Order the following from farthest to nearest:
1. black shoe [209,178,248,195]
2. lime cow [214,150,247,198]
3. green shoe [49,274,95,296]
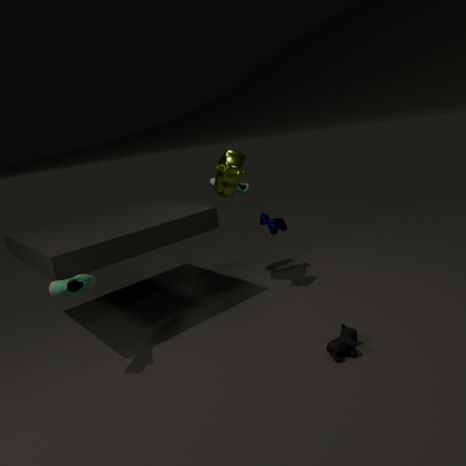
black shoe [209,178,248,195]
lime cow [214,150,247,198]
green shoe [49,274,95,296]
